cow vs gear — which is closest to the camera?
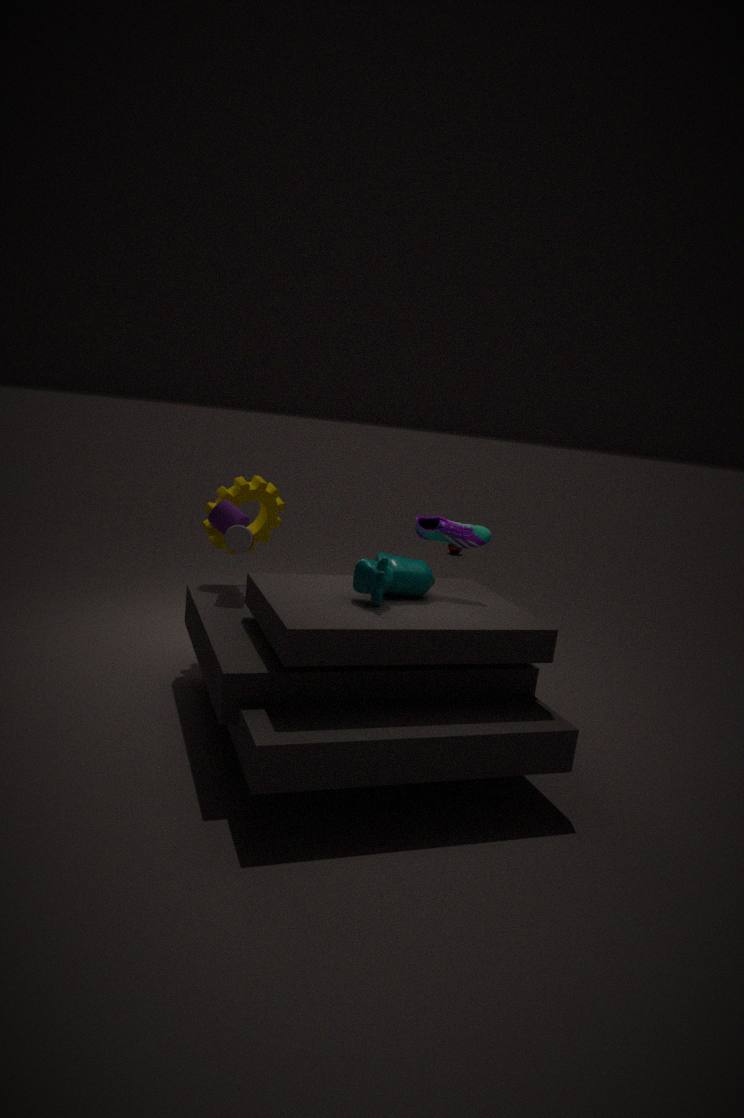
cow
